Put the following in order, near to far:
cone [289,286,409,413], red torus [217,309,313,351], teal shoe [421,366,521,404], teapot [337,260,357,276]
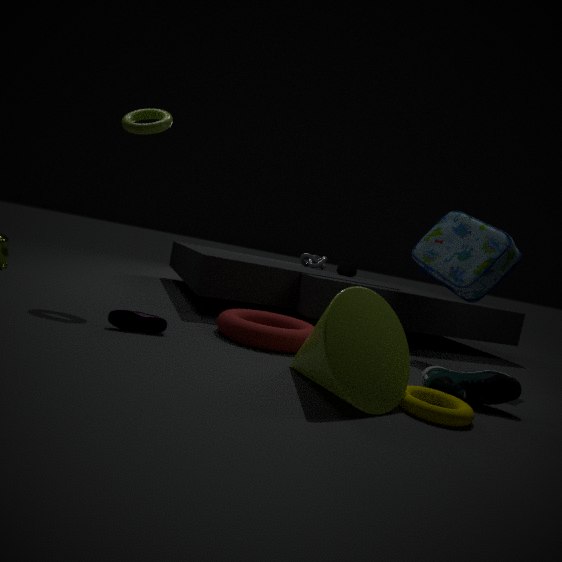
cone [289,286,409,413], teal shoe [421,366,521,404], red torus [217,309,313,351], teapot [337,260,357,276]
